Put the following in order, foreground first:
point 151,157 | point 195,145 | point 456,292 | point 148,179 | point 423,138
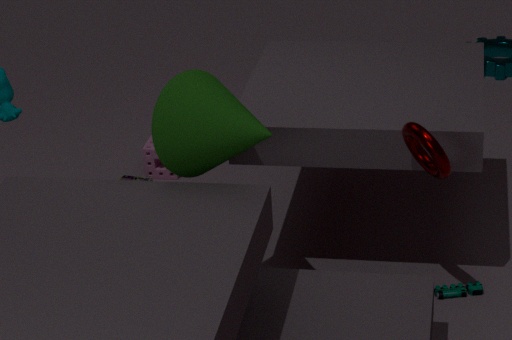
point 195,145 < point 423,138 < point 456,292 < point 151,157 < point 148,179
